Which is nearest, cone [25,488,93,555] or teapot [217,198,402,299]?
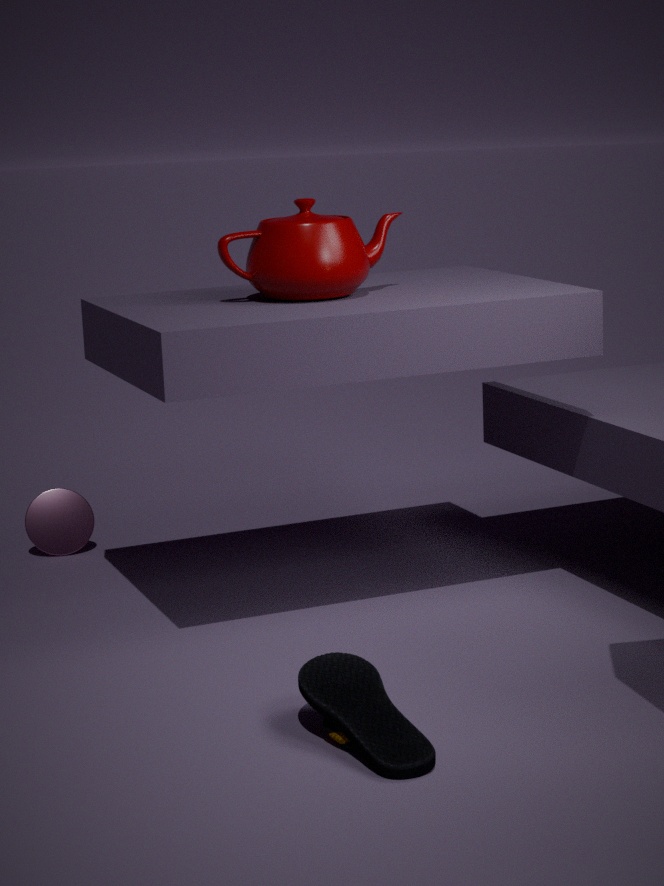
teapot [217,198,402,299]
